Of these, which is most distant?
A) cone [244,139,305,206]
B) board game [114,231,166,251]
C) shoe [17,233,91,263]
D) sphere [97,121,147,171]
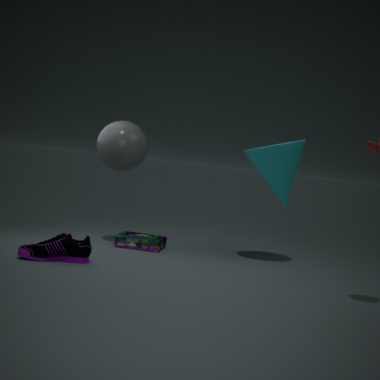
B. board game [114,231,166,251]
